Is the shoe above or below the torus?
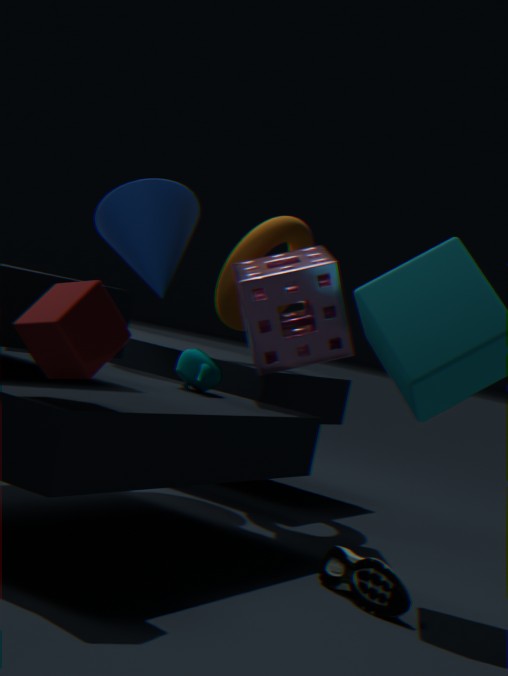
below
